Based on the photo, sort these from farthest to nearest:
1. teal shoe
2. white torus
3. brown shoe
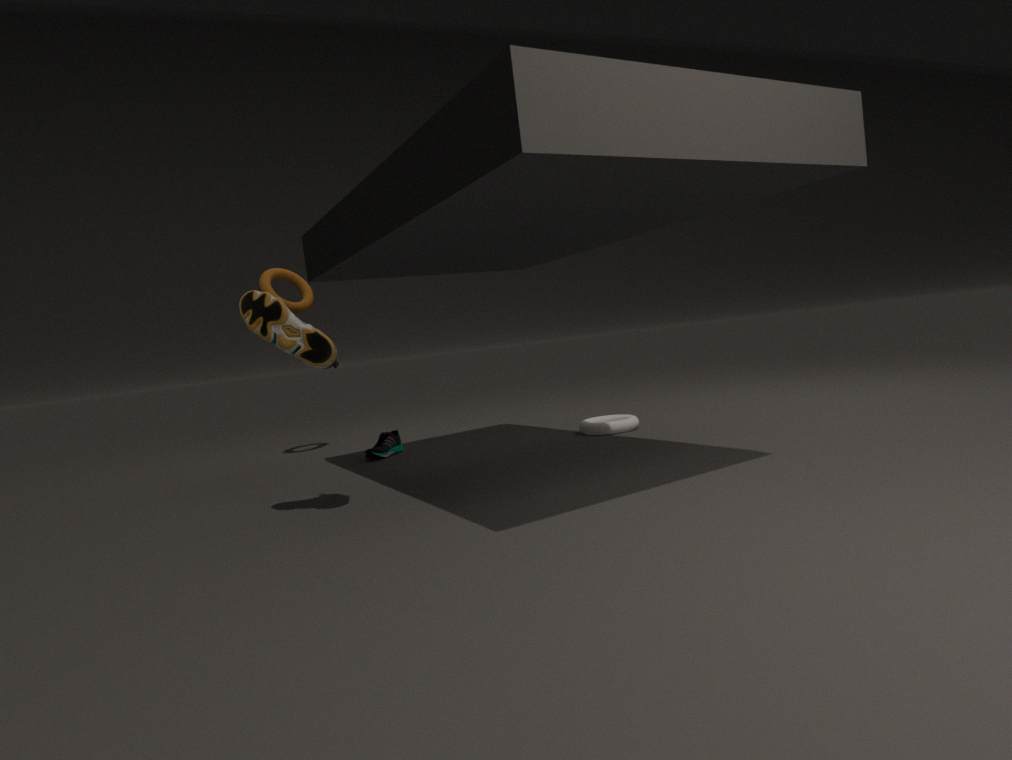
teal shoe, white torus, brown shoe
